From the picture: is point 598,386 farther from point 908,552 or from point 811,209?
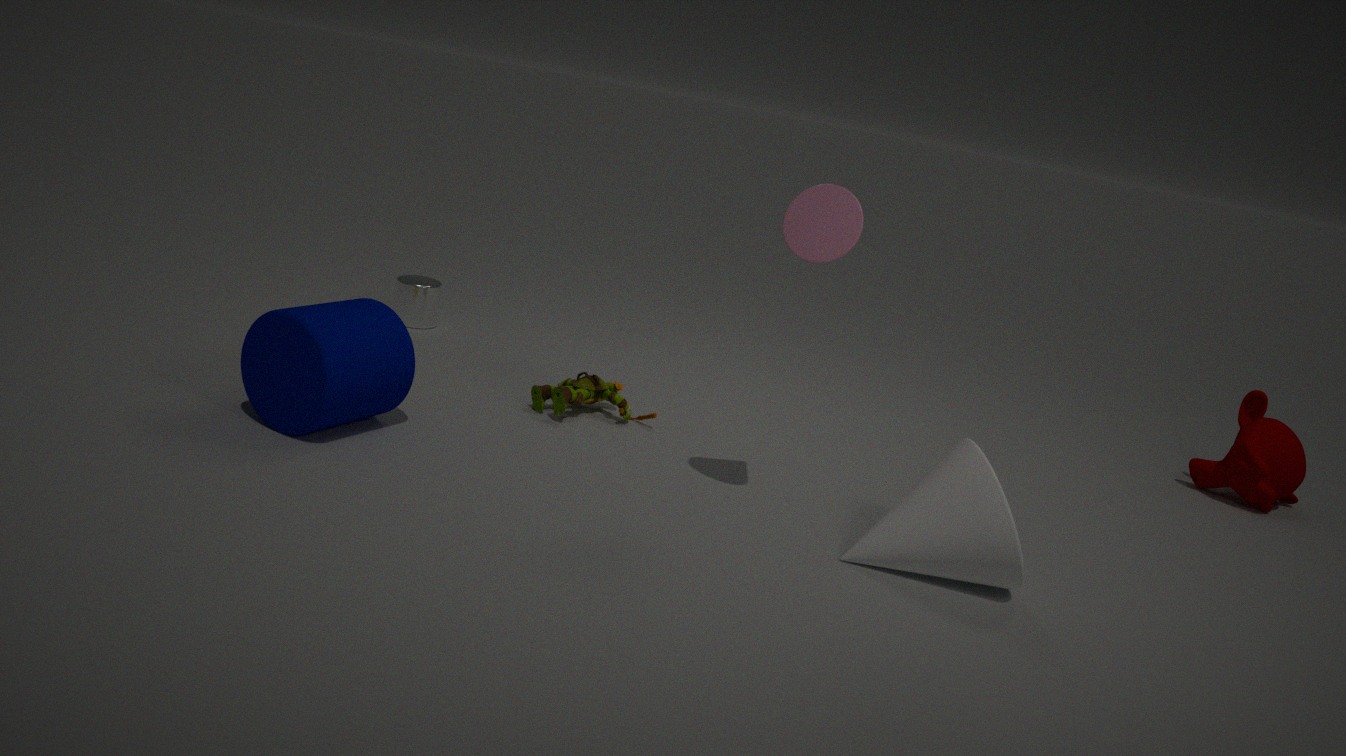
point 908,552
